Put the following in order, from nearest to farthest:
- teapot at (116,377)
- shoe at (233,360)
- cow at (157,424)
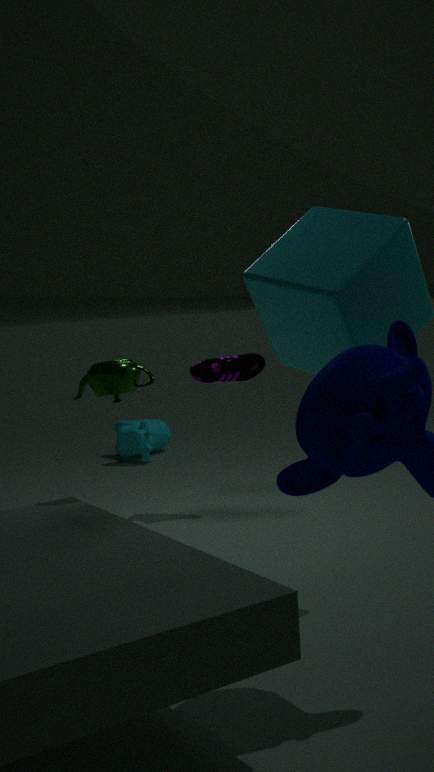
Result: 1. teapot at (116,377)
2. shoe at (233,360)
3. cow at (157,424)
